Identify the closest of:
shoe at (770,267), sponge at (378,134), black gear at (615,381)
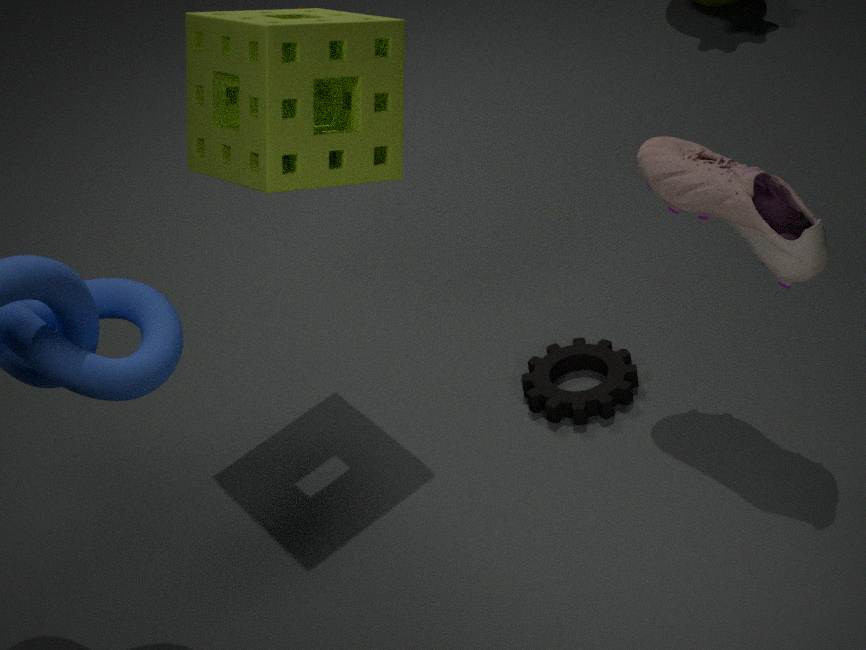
shoe at (770,267)
